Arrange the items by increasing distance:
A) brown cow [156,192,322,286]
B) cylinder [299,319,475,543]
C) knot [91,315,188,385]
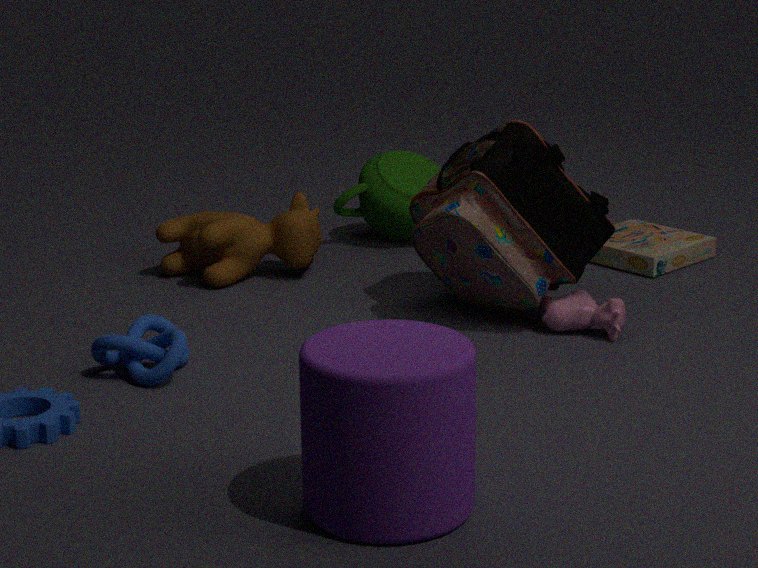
cylinder [299,319,475,543], knot [91,315,188,385], brown cow [156,192,322,286]
